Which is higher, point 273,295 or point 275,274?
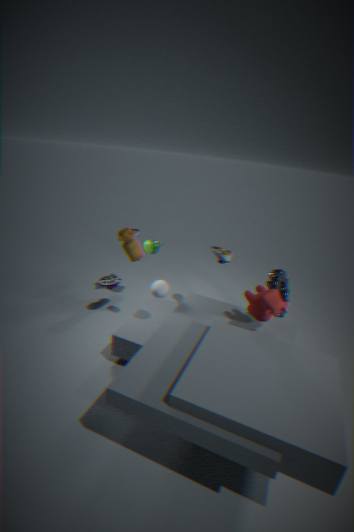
point 273,295
